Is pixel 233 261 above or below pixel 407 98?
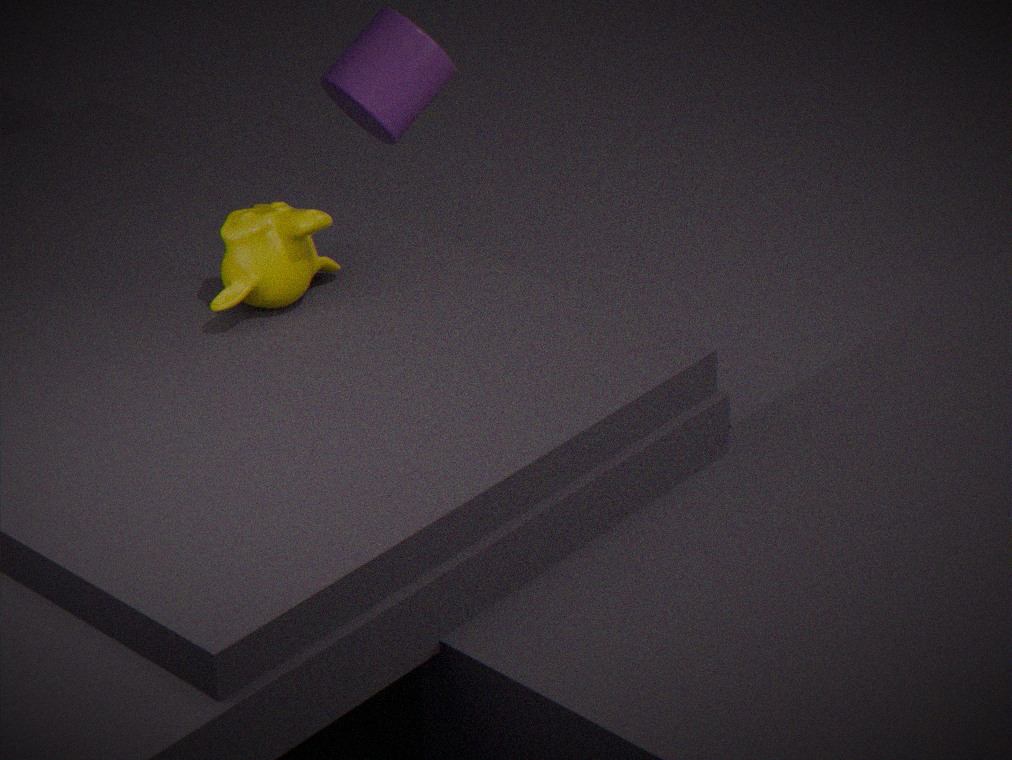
above
